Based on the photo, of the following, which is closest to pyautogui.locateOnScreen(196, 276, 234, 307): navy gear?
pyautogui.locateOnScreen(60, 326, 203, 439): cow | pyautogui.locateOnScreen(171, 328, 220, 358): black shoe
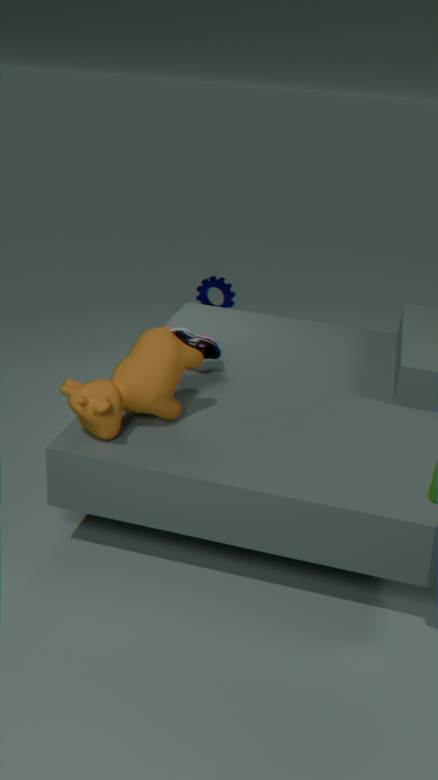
pyautogui.locateOnScreen(171, 328, 220, 358): black shoe
